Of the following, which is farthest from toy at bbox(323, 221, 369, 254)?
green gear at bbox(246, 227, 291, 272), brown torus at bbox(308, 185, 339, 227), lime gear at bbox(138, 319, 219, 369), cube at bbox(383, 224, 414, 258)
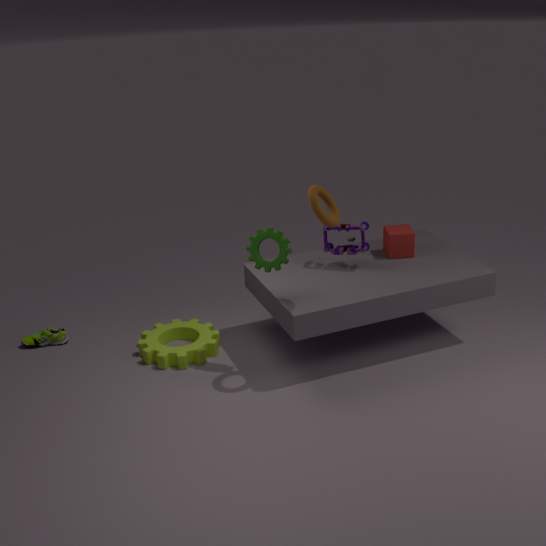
lime gear at bbox(138, 319, 219, 369)
